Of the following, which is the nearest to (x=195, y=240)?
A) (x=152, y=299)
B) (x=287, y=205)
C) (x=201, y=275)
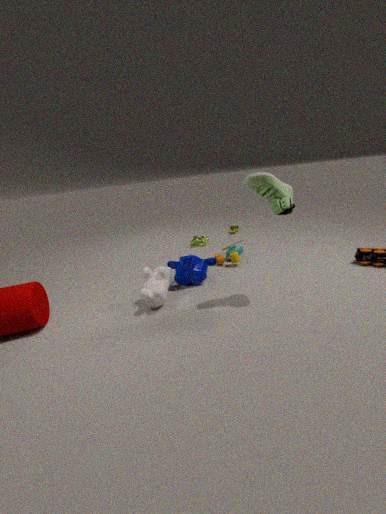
(x=201, y=275)
